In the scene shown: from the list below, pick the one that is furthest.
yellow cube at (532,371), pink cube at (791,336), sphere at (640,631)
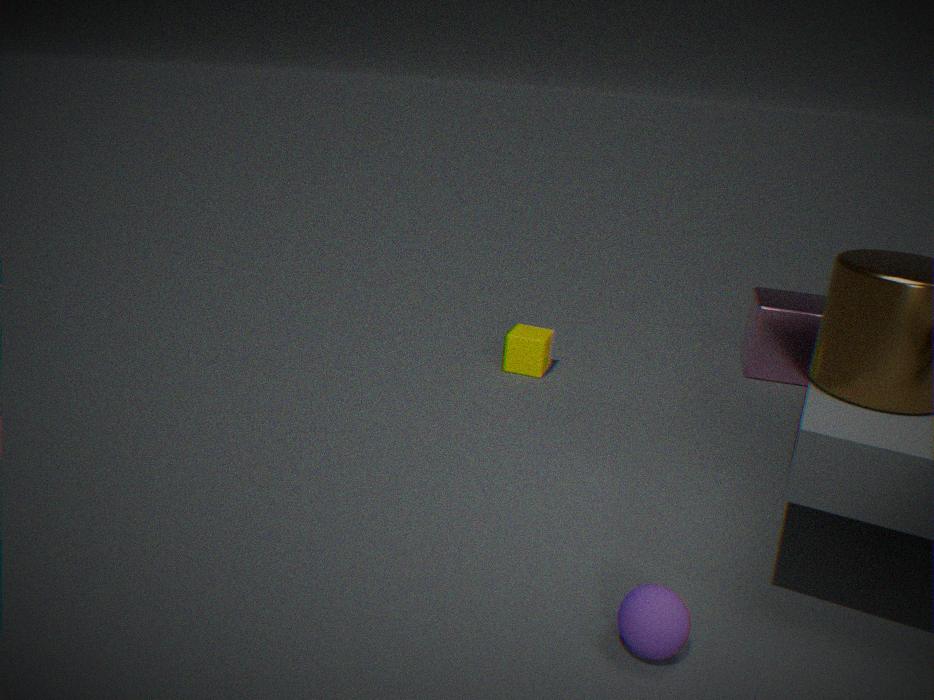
pink cube at (791,336)
